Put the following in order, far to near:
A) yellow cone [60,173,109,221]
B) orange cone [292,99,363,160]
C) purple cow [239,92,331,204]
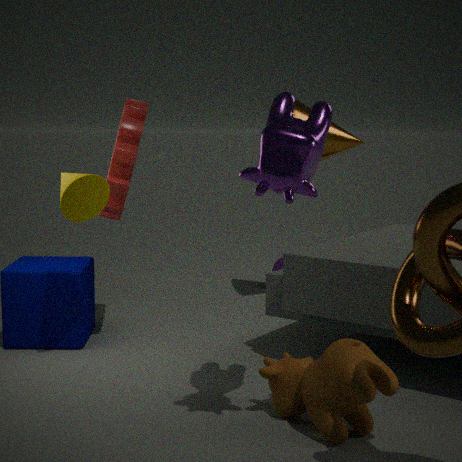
1. orange cone [292,99,363,160]
2. yellow cone [60,173,109,221]
3. purple cow [239,92,331,204]
